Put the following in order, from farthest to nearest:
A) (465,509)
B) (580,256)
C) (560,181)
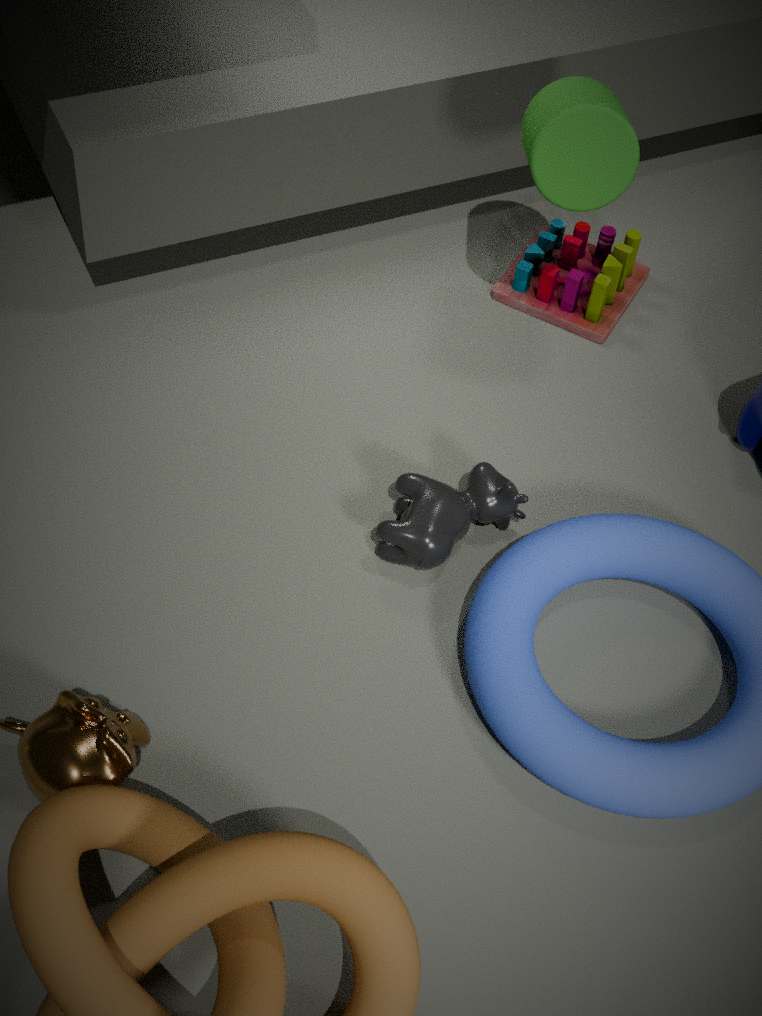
1. (580,256)
2. (465,509)
3. (560,181)
